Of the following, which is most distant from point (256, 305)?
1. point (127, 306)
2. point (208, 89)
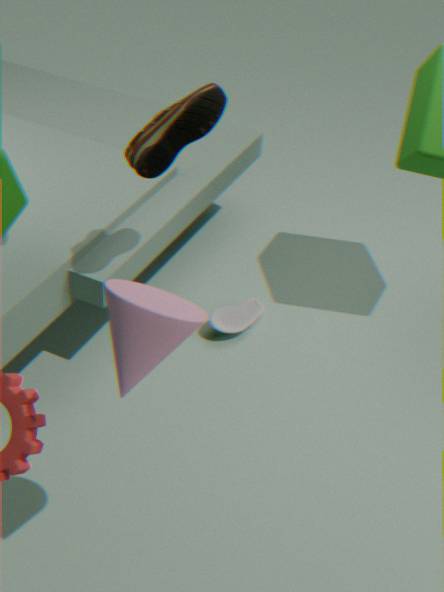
point (127, 306)
